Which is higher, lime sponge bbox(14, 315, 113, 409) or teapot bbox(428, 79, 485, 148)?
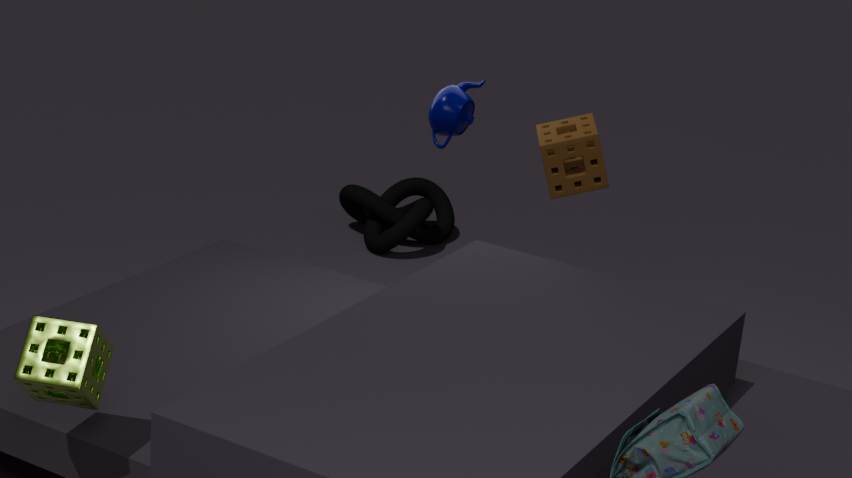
teapot bbox(428, 79, 485, 148)
